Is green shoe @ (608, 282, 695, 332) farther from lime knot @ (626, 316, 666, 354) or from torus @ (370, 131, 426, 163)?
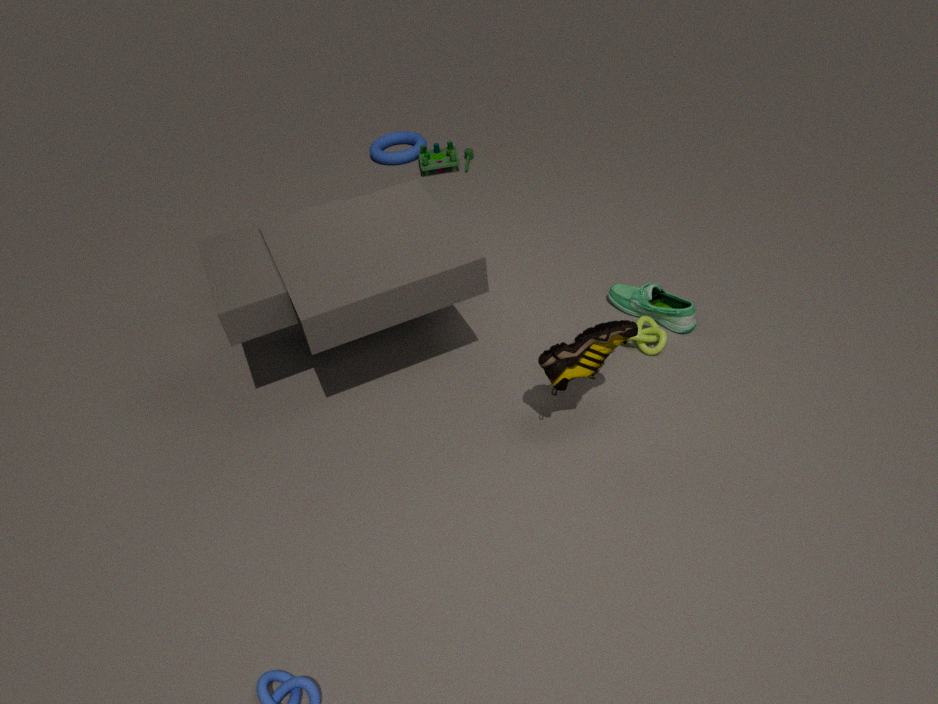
torus @ (370, 131, 426, 163)
